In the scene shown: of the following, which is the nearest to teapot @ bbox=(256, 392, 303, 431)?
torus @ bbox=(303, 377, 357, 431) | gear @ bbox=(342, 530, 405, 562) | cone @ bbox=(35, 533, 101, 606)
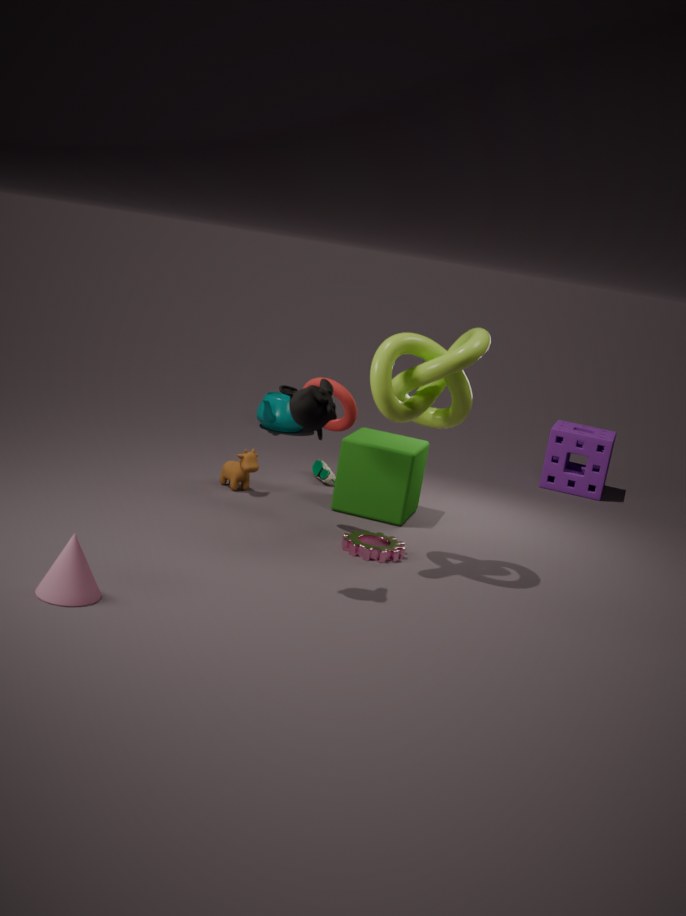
torus @ bbox=(303, 377, 357, 431)
